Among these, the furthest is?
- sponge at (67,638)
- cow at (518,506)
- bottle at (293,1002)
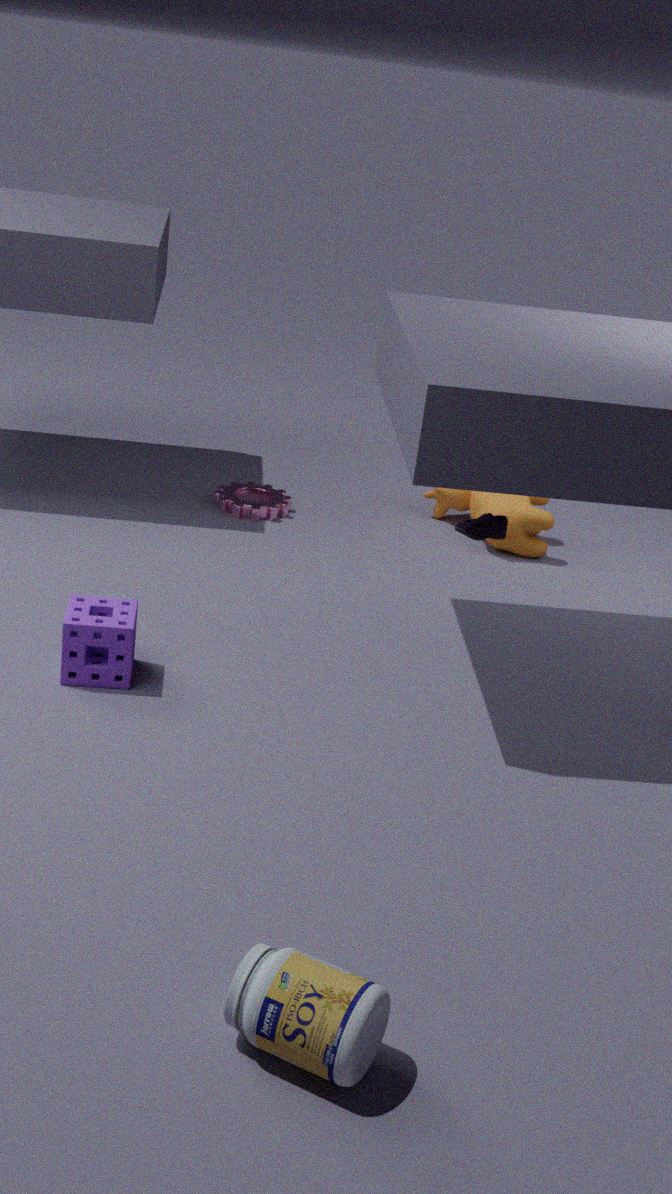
cow at (518,506)
